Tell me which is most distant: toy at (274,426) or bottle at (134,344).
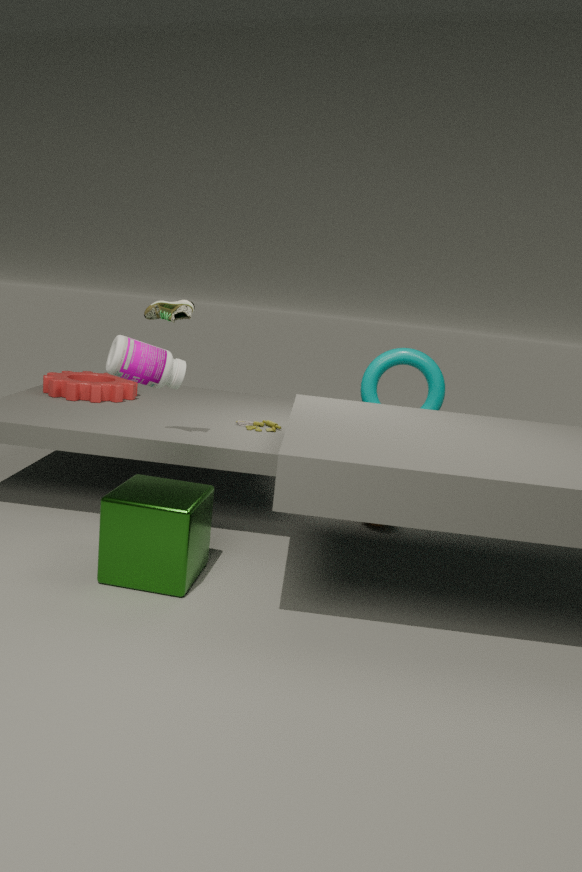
toy at (274,426)
